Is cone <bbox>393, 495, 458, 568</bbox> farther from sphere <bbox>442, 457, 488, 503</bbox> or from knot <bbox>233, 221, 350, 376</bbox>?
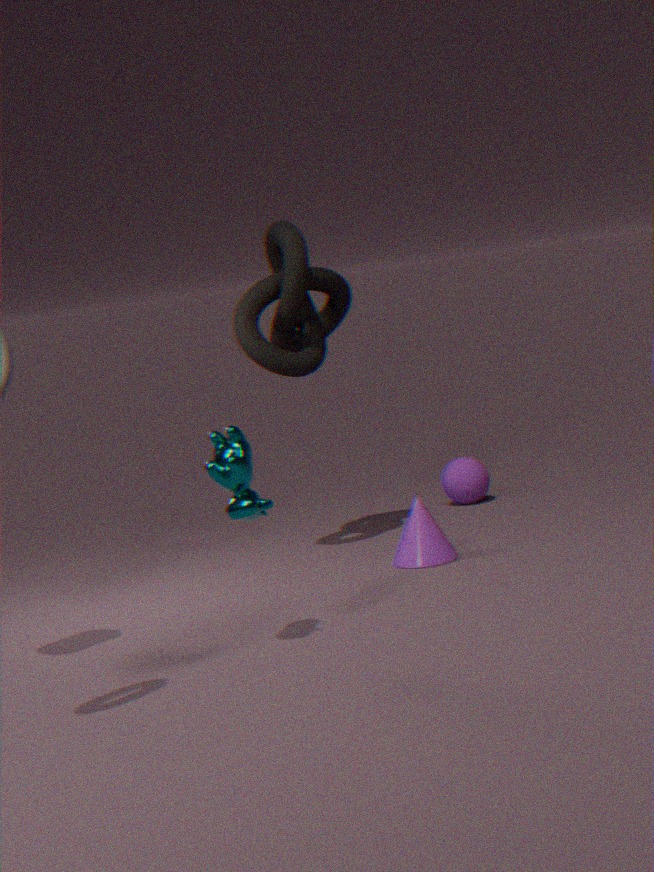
sphere <bbox>442, 457, 488, 503</bbox>
